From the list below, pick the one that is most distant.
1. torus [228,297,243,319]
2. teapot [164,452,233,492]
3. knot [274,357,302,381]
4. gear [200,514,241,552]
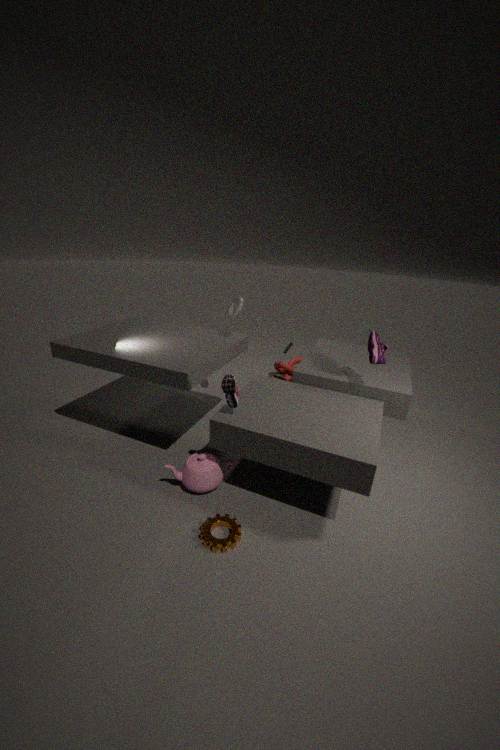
knot [274,357,302,381]
